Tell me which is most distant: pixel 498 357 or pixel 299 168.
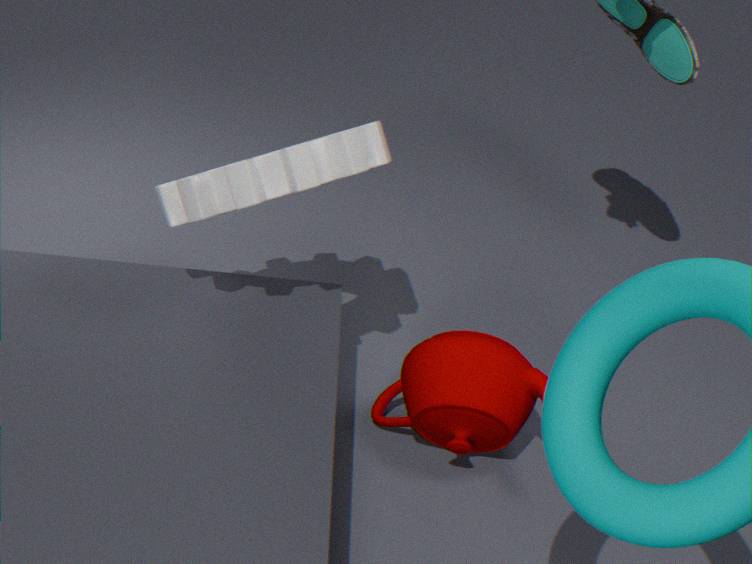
pixel 498 357
